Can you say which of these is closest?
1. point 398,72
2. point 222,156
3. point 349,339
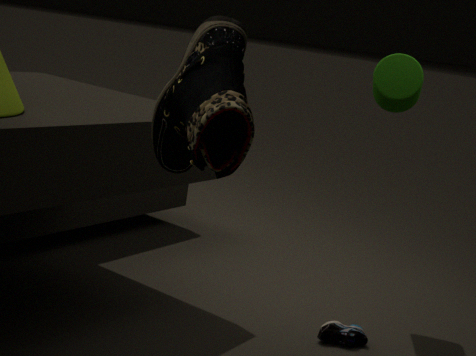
point 222,156
